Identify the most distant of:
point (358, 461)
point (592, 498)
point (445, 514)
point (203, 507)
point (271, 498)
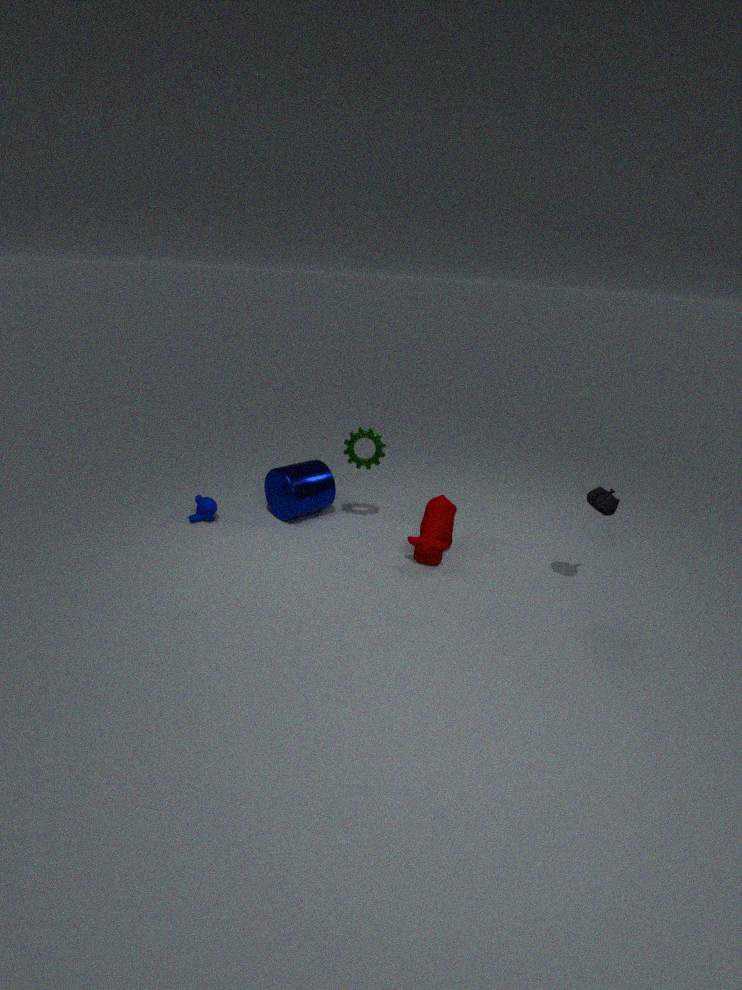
point (271, 498)
